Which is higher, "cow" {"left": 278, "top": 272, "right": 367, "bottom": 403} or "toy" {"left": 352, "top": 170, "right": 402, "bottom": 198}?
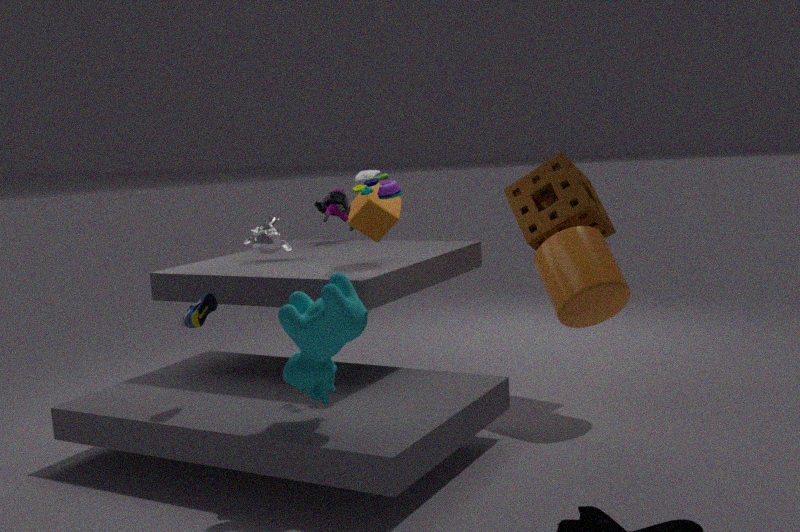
"toy" {"left": 352, "top": 170, "right": 402, "bottom": 198}
